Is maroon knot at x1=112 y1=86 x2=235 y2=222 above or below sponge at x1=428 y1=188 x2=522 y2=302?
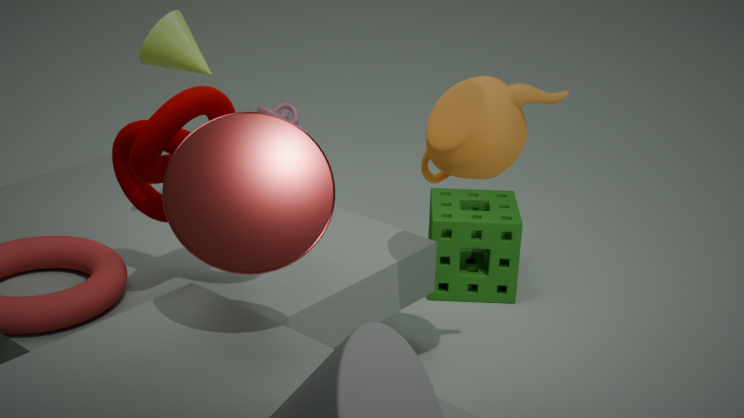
above
